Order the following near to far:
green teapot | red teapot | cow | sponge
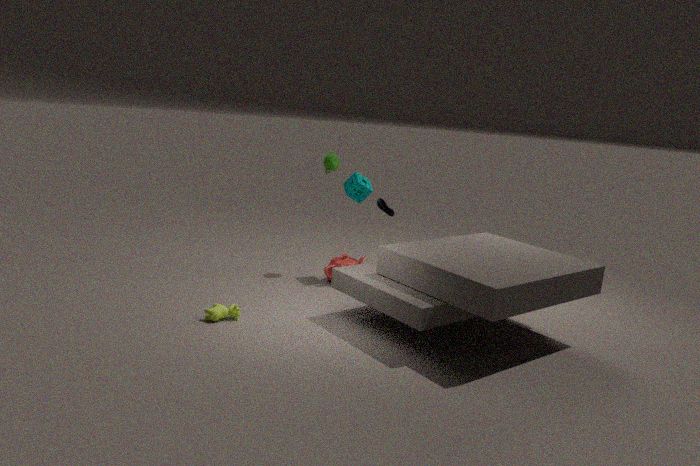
cow, red teapot, sponge, green teapot
